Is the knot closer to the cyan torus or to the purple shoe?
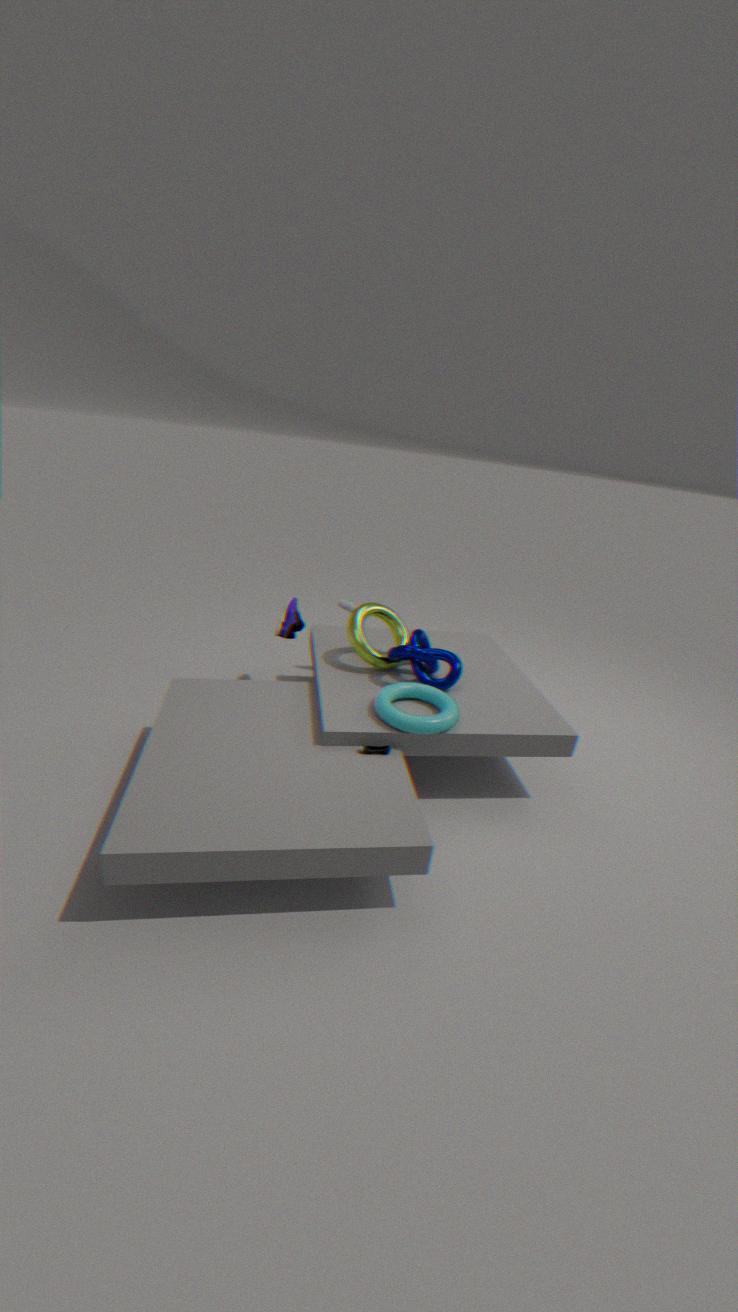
the cyan torus
